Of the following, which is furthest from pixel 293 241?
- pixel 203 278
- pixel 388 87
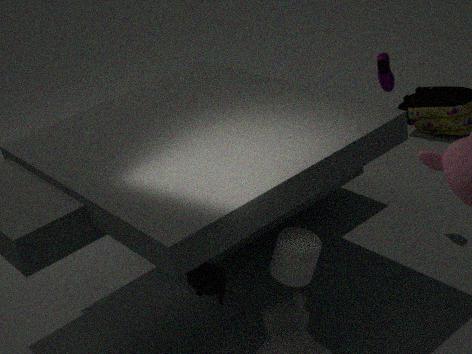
pixel 388 87
